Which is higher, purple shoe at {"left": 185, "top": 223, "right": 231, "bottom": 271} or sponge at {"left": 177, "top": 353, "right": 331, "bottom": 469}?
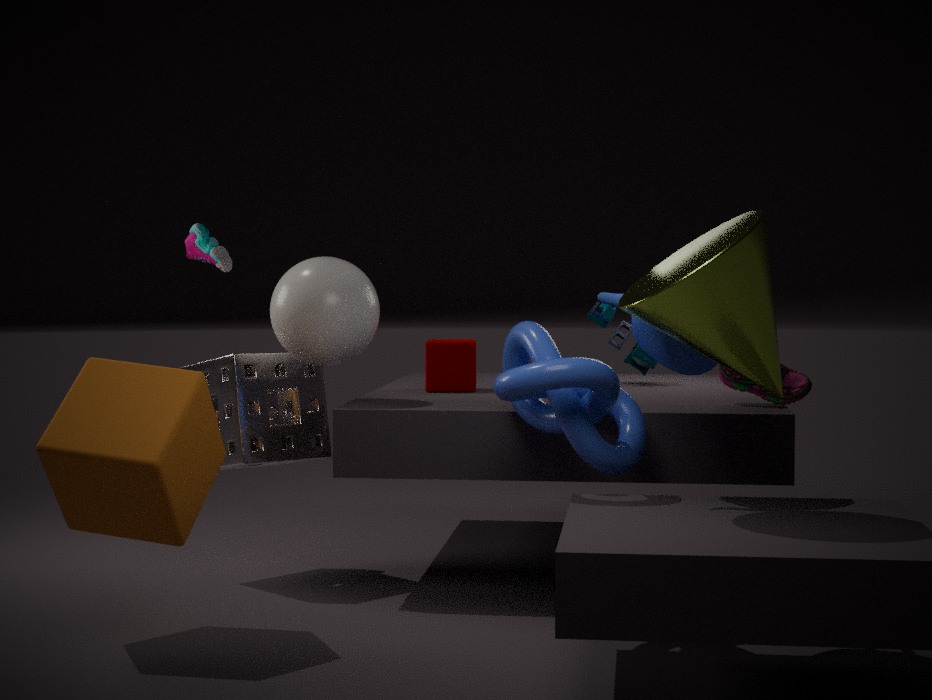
purple shoe at {"left": 185, "top": 223, "right": 231, "bottom": 271}
